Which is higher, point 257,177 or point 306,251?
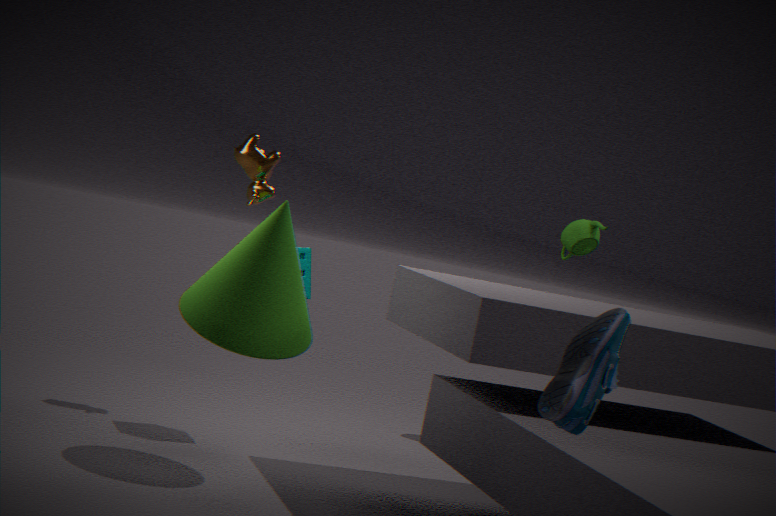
point 257,177
